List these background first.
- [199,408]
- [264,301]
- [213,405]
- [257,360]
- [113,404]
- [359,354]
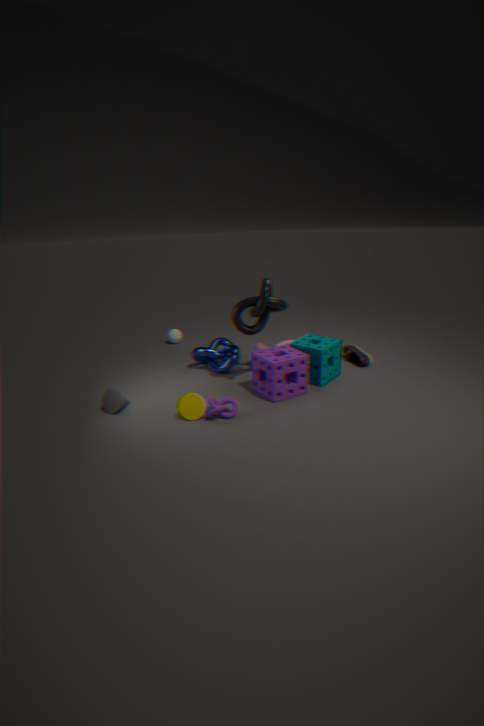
1. [359,354]
2. [257,360]
3. [264,301]
4. [113,404]
5. [199,408]
6. [213,405]
